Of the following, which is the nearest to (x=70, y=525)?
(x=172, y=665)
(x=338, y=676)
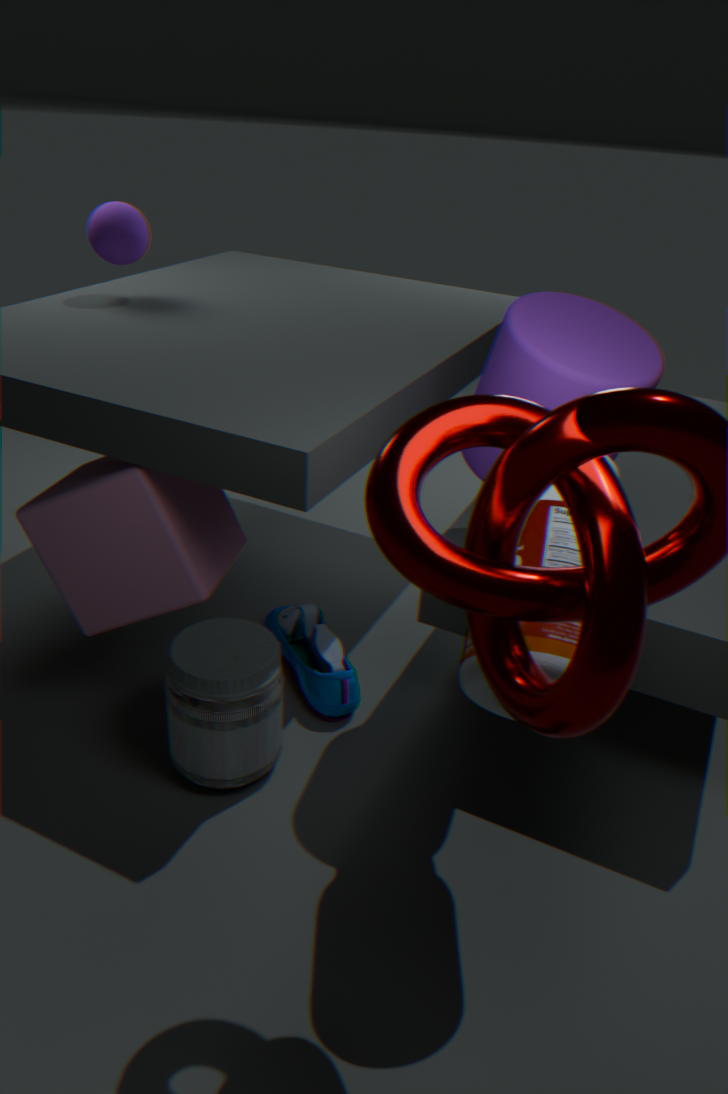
(x=172, y=665)
